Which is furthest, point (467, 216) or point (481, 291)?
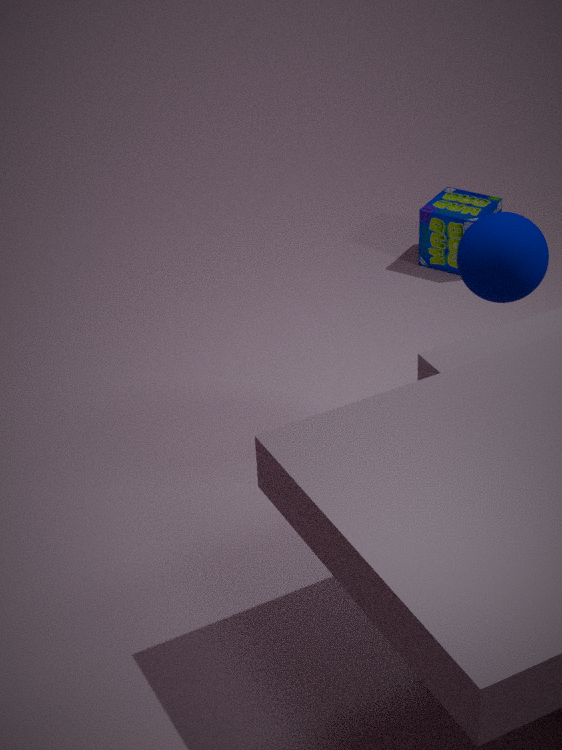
point (467, 216)
